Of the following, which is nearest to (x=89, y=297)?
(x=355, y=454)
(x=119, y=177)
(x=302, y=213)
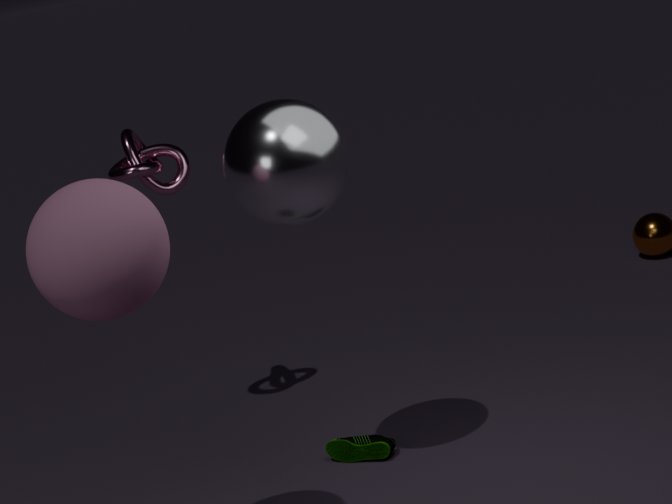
(x=302, y=213)
